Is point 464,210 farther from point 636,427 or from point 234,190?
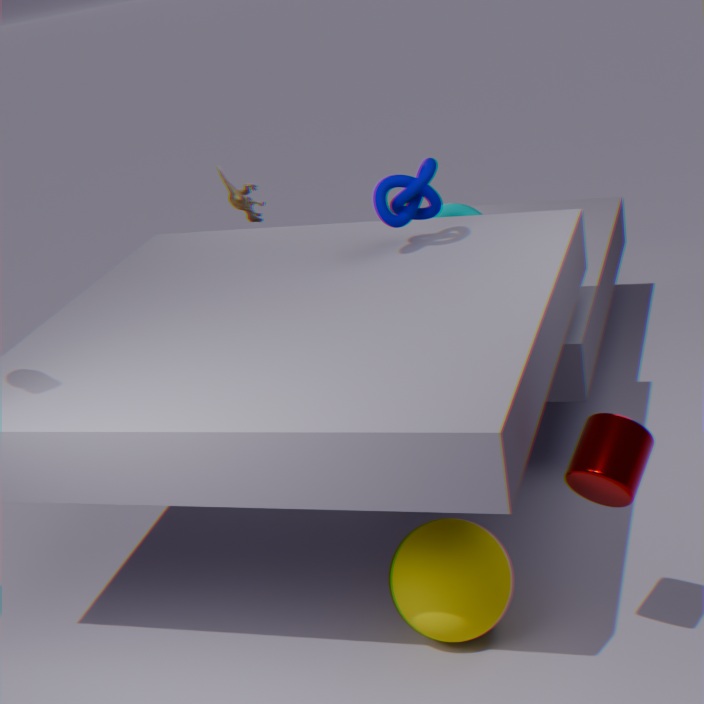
point 636,427
